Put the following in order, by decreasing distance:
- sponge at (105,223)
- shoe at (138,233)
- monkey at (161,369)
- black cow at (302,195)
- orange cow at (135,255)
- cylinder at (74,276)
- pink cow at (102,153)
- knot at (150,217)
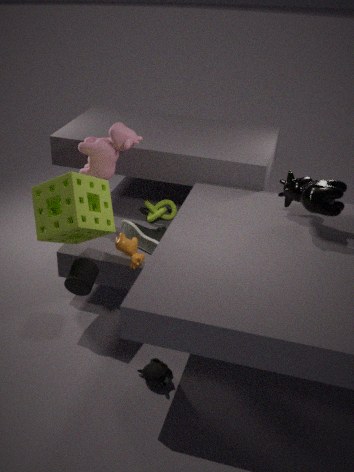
1. knot at (150,217)
2. shoe at (138,233)
3. pink cow at (102,153)
4. orange cow at (135,255)
5. cylinder at (74,276)
6. sponge at (105,223)
7. monkey at (161,369)
8. black cow at (302,195)
